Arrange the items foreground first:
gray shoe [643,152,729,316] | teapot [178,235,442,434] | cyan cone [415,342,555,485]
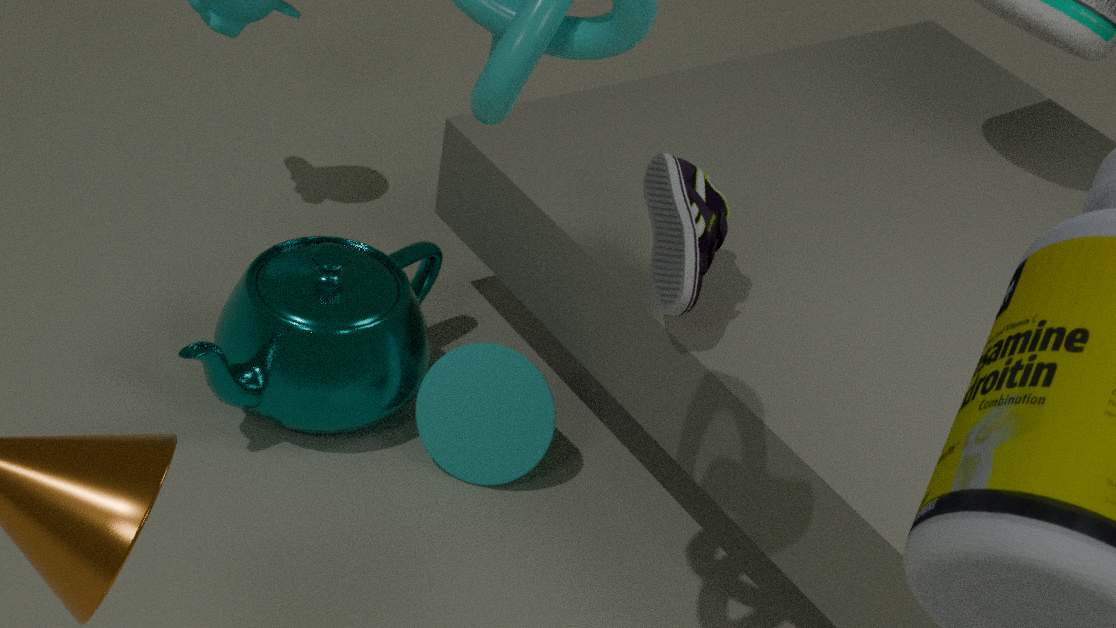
gray shoe [643,152,729,316], teapot [178,235,442,434], cyan cone [415,342,555,485]
